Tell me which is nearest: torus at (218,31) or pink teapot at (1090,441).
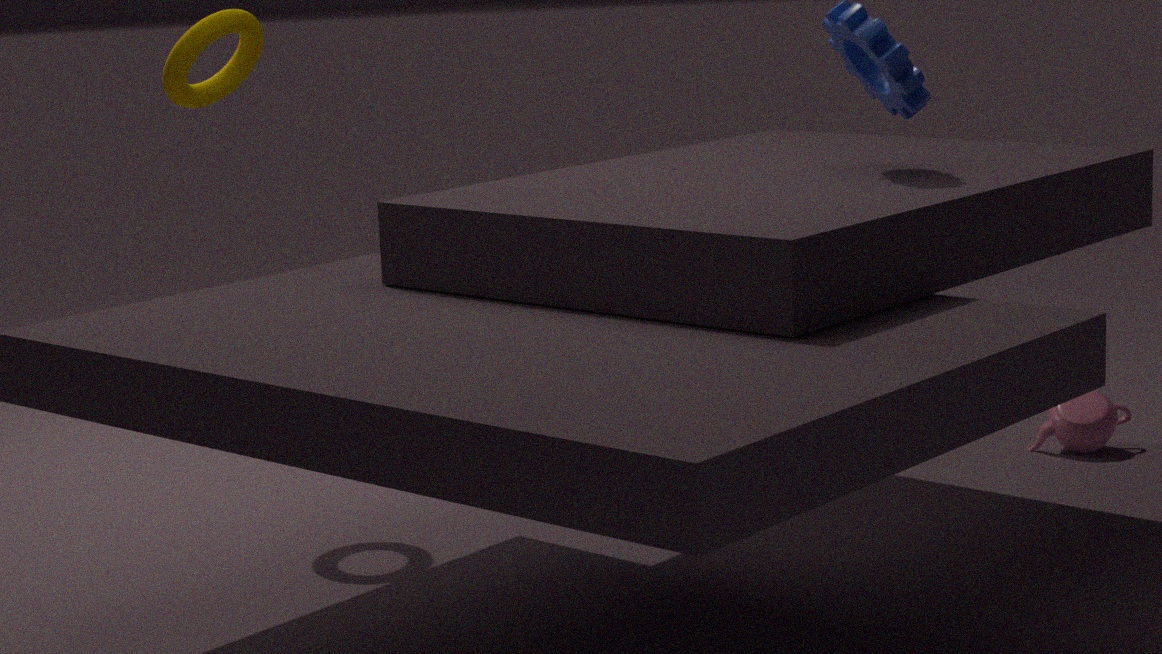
torus at (218,31)
